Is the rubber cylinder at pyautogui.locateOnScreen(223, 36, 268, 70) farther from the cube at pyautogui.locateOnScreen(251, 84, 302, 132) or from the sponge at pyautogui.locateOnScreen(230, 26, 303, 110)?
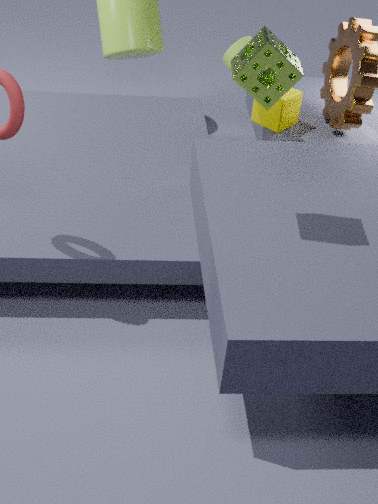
the sponge at pyautogui.locateOnScreen(230, 26, 303, 110)
